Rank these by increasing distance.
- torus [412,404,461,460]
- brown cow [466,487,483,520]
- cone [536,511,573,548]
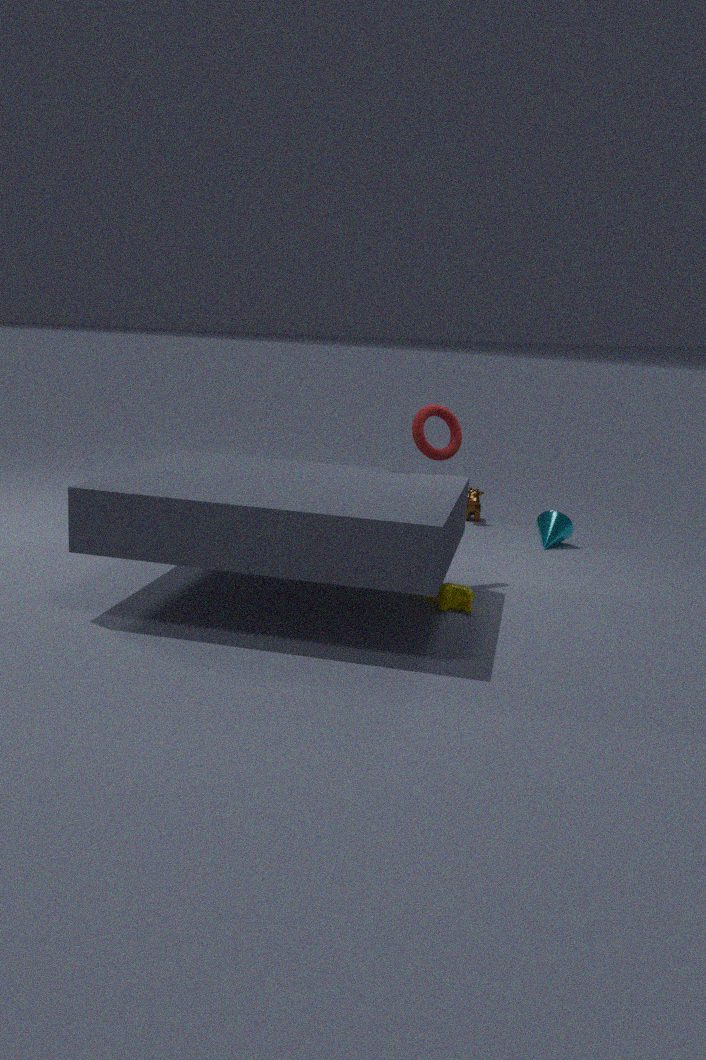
torus [412,404,461,460]
cone [536,511,573,548]
brown cow [466,487,483,520]
